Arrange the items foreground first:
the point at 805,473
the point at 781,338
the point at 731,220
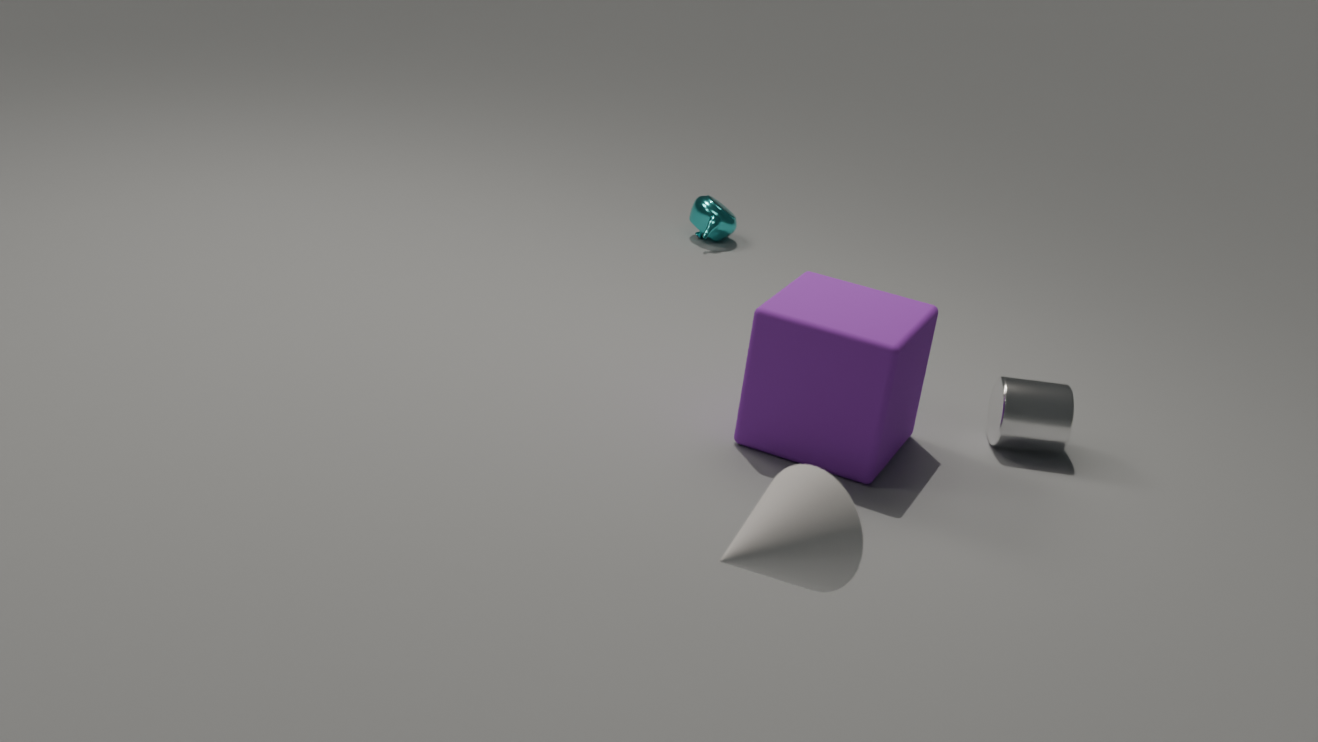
1. the point at 805,473
2. the point at 781,338
3. the point at 731,220
